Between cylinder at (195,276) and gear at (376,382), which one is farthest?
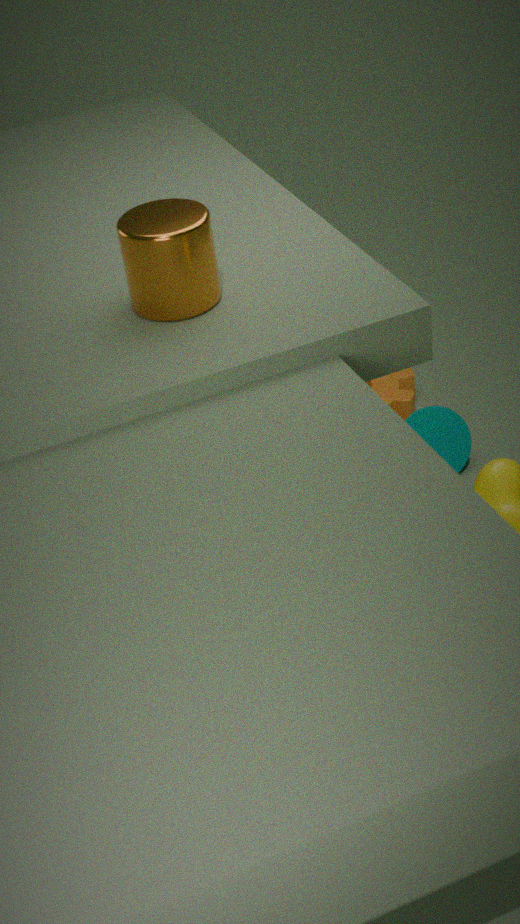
gear at (376,382)
